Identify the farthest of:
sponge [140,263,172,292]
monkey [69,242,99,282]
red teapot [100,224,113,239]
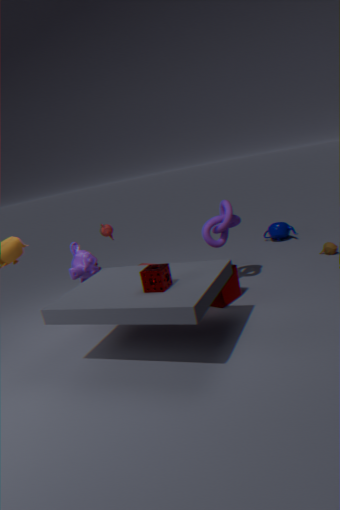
red teapot [100,224,113,239]
